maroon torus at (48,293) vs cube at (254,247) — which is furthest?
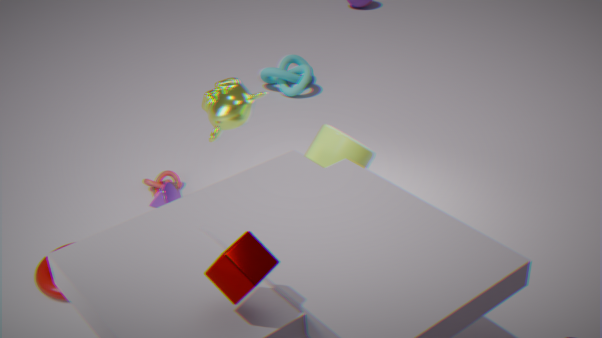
maroon torus at (48,293)
